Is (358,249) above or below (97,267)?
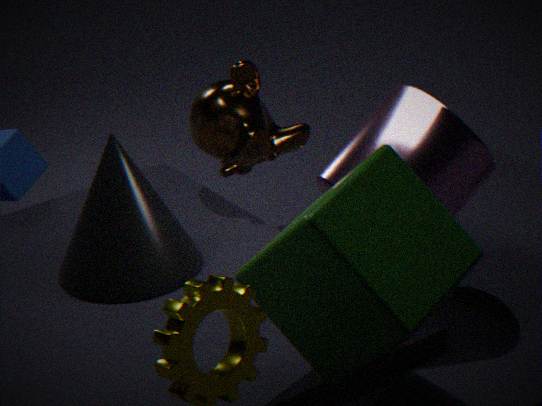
above
